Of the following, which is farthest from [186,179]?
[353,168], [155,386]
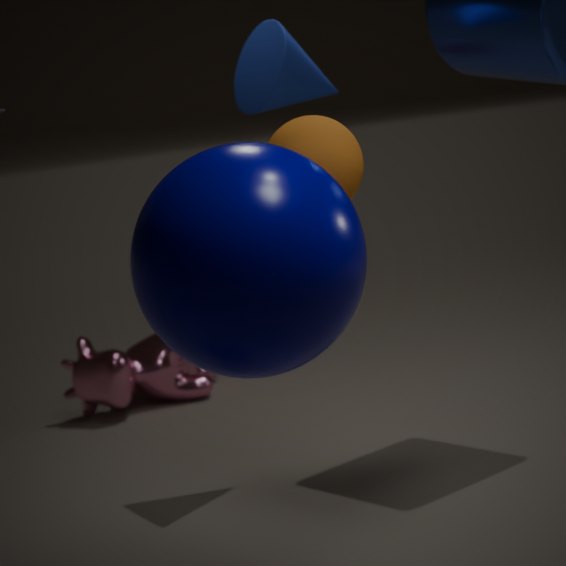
[155,386]
